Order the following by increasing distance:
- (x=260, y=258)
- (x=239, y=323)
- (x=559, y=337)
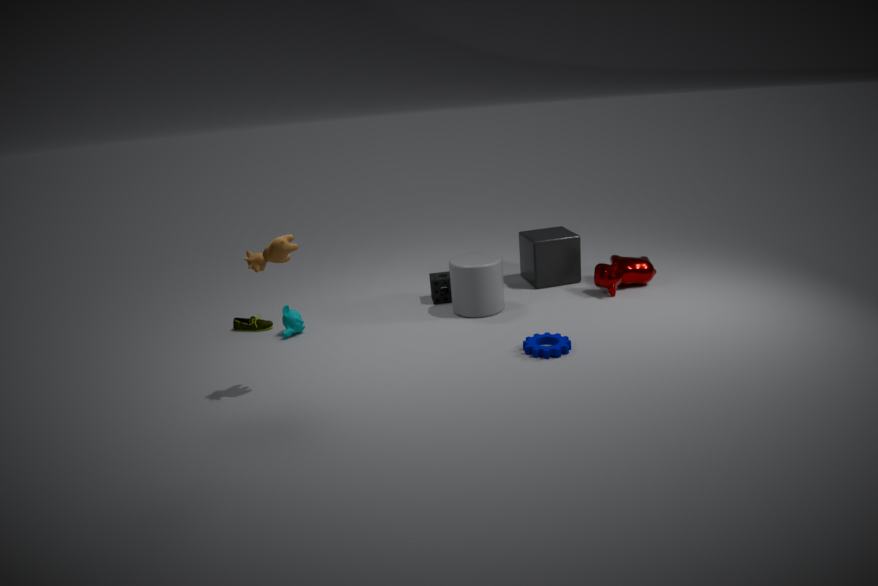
(x=260, y=258)
(x=559, y=337)
(x=239, y=323)
